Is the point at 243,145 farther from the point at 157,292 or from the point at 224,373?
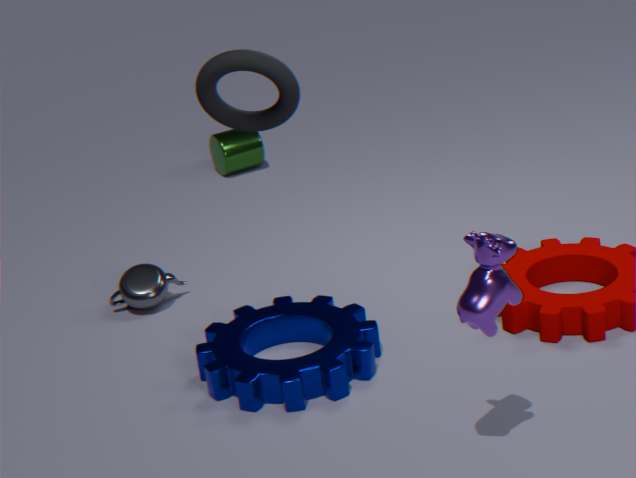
the point at 224,373
